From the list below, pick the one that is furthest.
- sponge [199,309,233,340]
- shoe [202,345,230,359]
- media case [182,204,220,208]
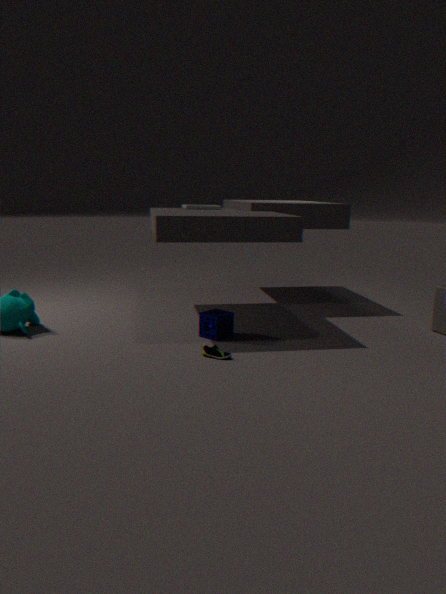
media case [182,204,220,208]
